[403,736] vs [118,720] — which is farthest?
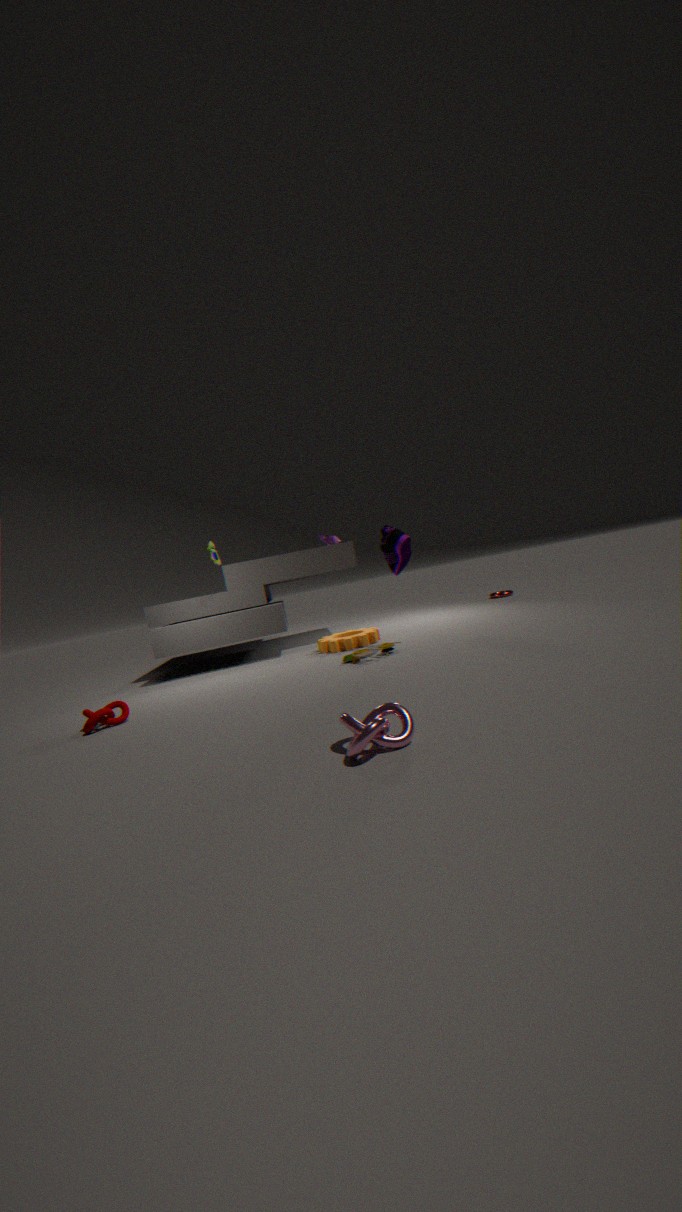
[118,720]
